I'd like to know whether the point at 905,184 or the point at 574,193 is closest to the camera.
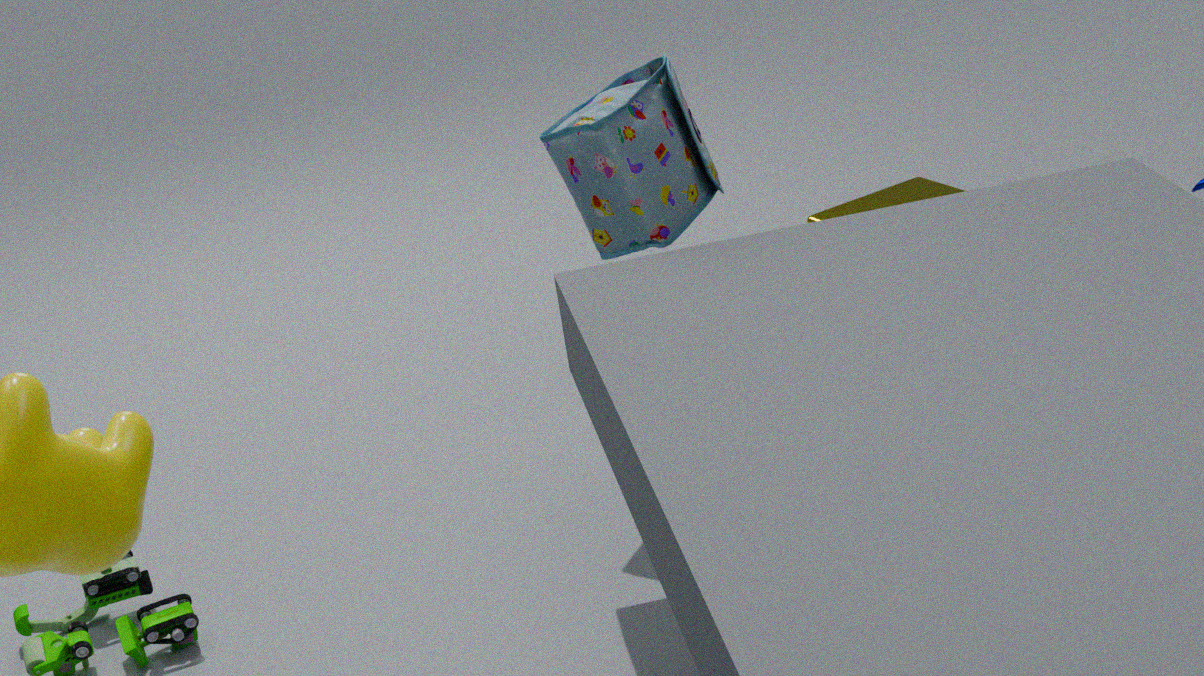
the point at 574,193
